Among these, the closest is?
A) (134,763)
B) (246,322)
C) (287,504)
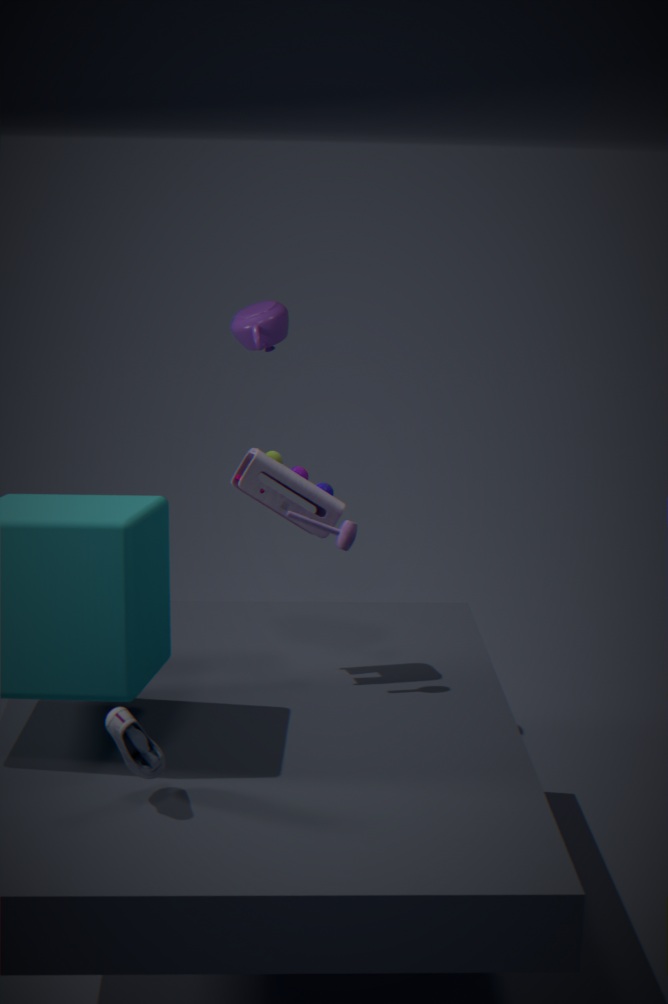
(134,763)
